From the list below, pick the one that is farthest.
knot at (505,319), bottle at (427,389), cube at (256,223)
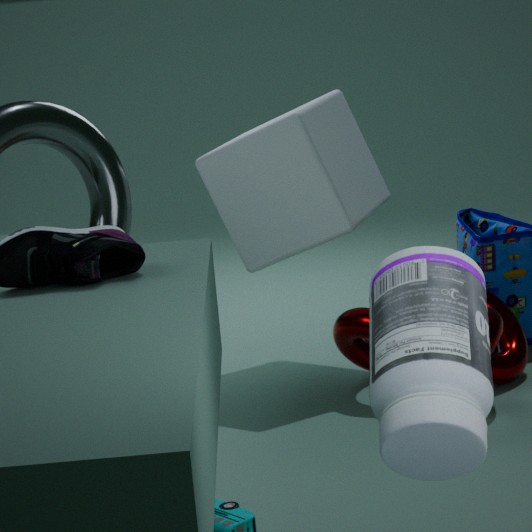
cube at (256,223)
